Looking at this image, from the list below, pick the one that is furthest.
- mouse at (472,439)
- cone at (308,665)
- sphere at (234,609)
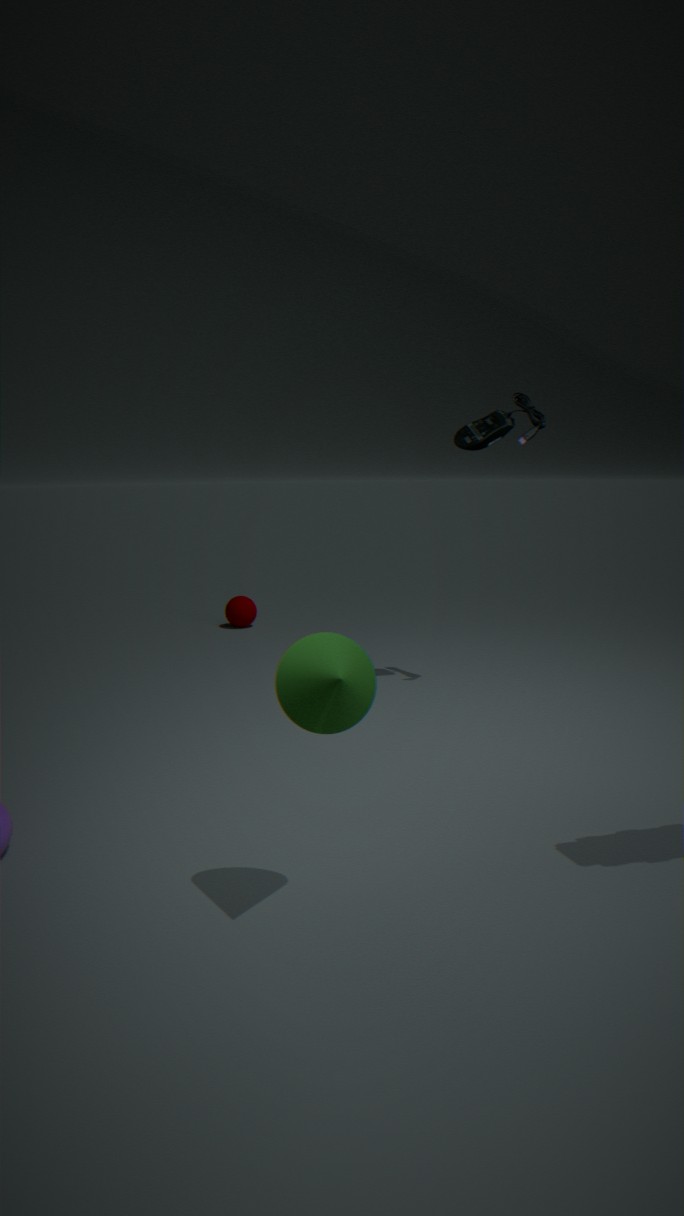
sphere at (234,609)
